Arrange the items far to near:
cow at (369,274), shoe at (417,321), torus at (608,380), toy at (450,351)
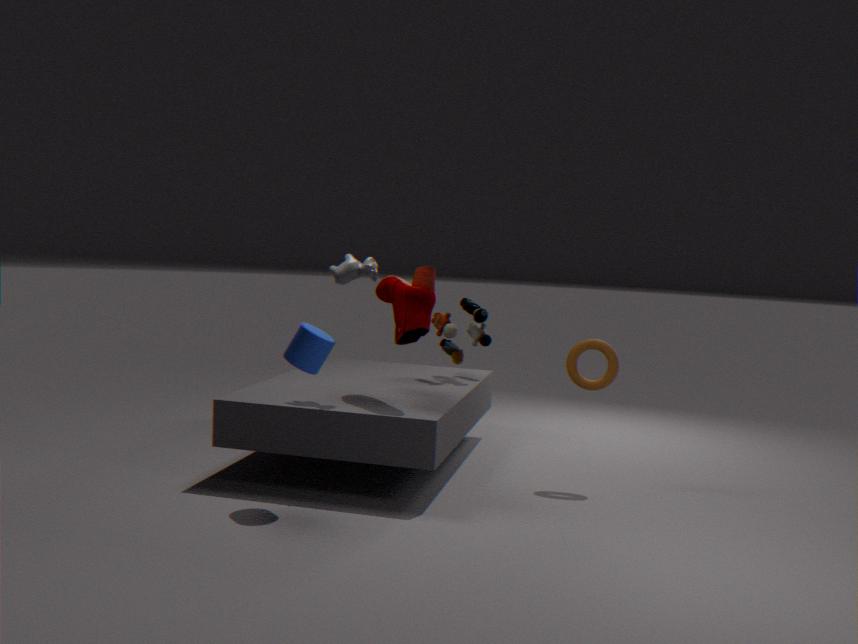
toy at (450,351) → torus at (608,380) → cow at (369,274) → shoe at (417,321)
